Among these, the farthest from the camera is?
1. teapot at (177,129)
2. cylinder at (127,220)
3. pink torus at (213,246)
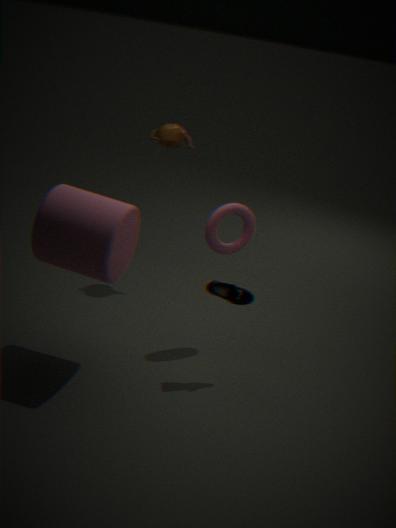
teapot at (177,129)
